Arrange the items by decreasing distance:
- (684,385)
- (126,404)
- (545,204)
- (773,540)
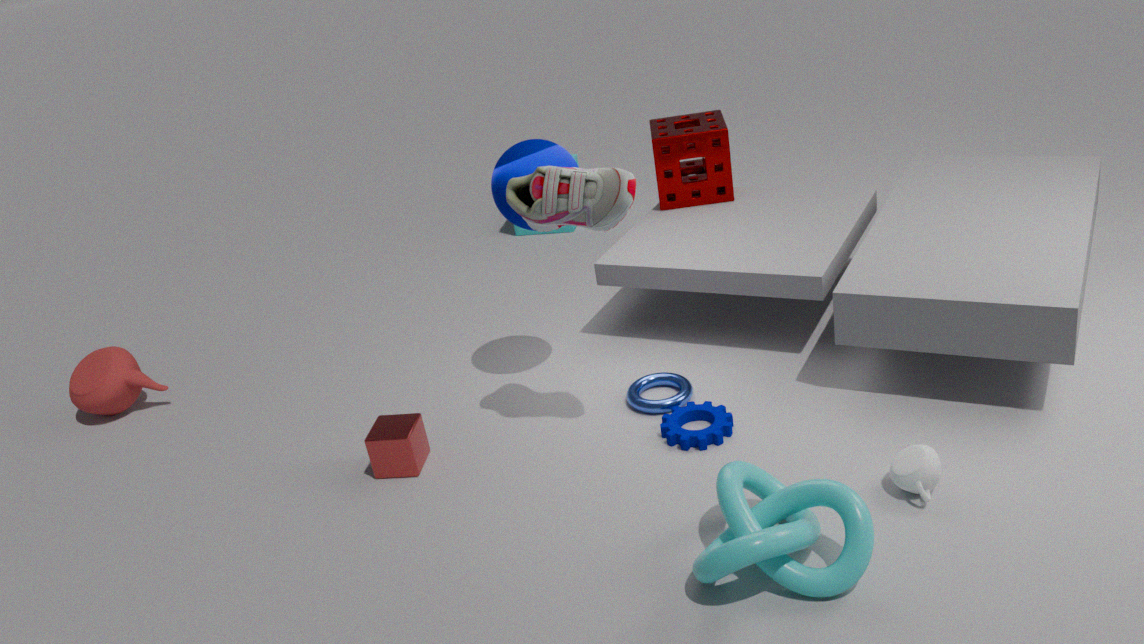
(126,404) → (684,385) → (545,204) → (773,540)
